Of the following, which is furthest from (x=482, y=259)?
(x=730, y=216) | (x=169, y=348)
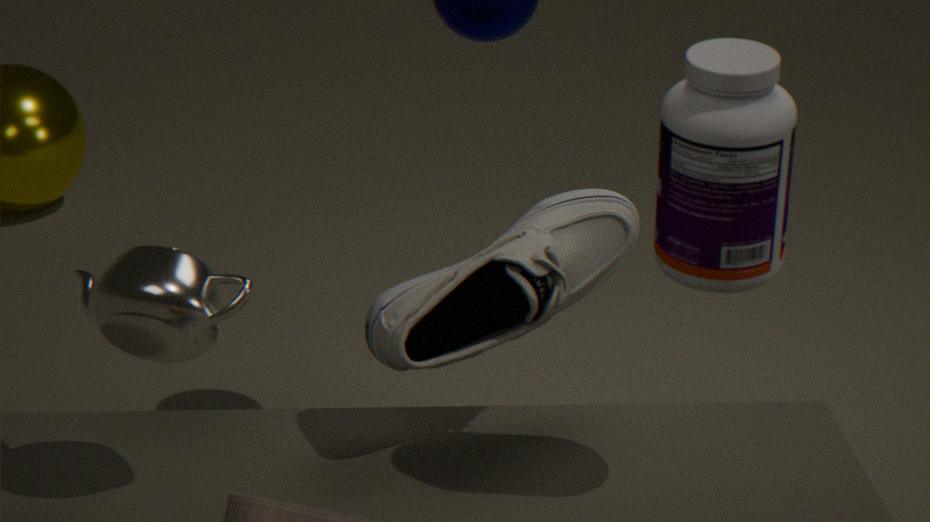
(x=169, y=348)
